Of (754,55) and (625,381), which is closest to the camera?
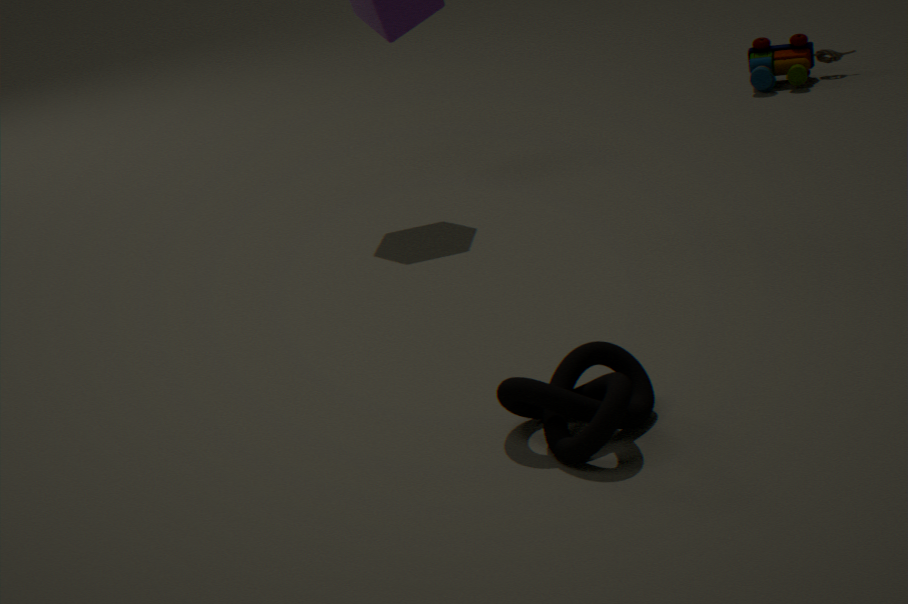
(625,381)
